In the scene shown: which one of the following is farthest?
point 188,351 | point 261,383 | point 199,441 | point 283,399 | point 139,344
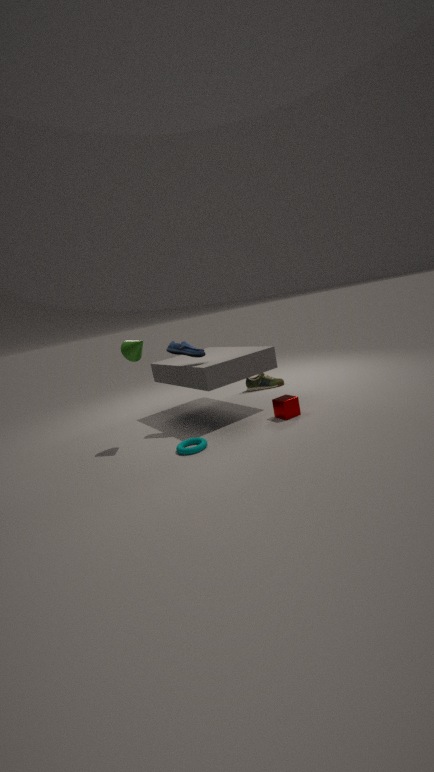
point 261,383
